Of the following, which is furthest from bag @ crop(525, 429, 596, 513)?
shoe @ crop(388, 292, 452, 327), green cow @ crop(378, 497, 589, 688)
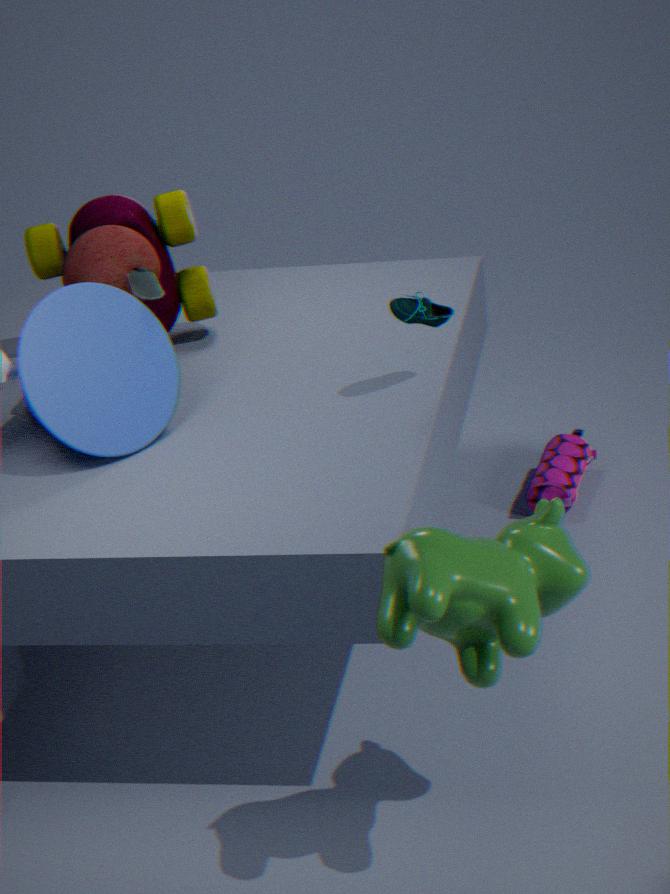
green cow @ crop(378, 497, 589, 688)
